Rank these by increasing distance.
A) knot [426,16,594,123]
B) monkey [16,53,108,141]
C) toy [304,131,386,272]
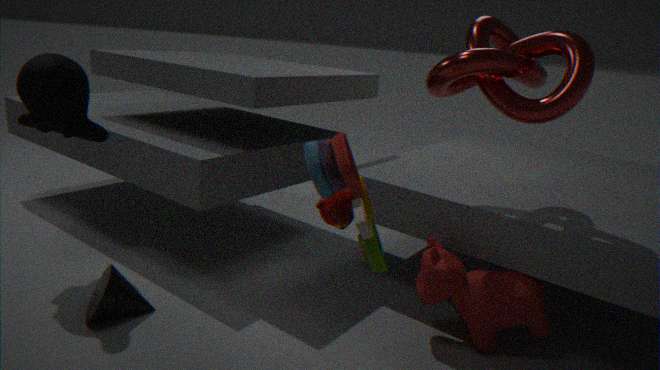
toy [304,131,386,272] → knot [426,16,594,123] → monkey [16,53,108,141]
